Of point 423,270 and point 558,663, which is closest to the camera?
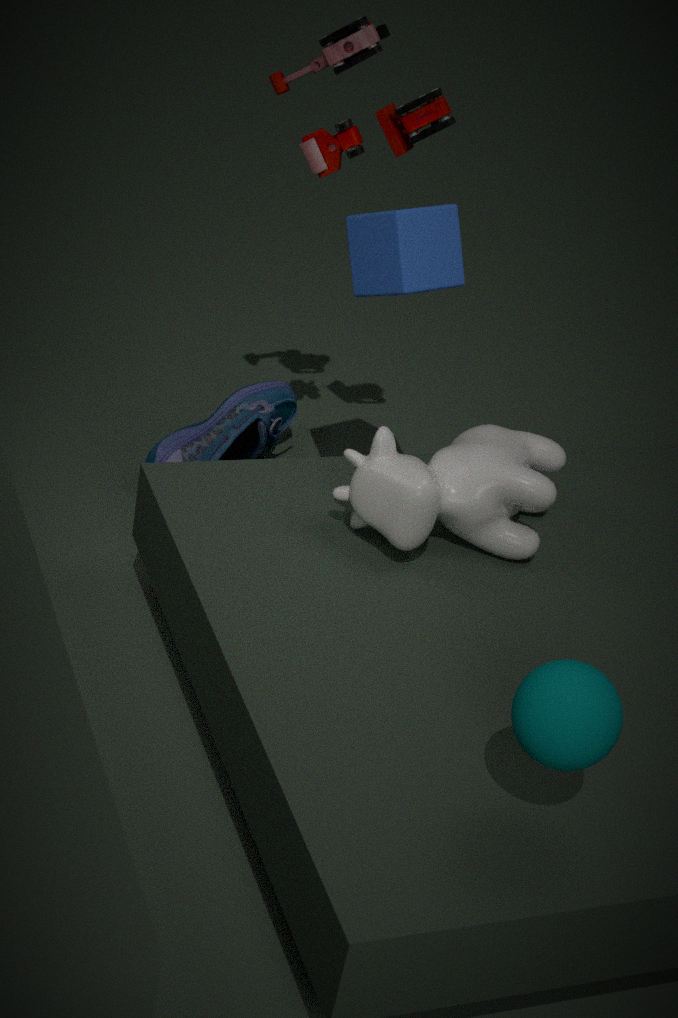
point 558,663
